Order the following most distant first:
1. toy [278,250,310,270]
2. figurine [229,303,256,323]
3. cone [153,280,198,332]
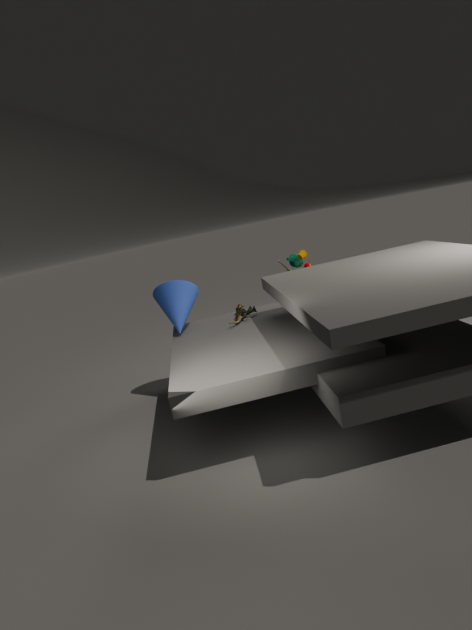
toy [278,250,310,270] → figurine [229,303,256,323] → cone [153,280,198,332]
